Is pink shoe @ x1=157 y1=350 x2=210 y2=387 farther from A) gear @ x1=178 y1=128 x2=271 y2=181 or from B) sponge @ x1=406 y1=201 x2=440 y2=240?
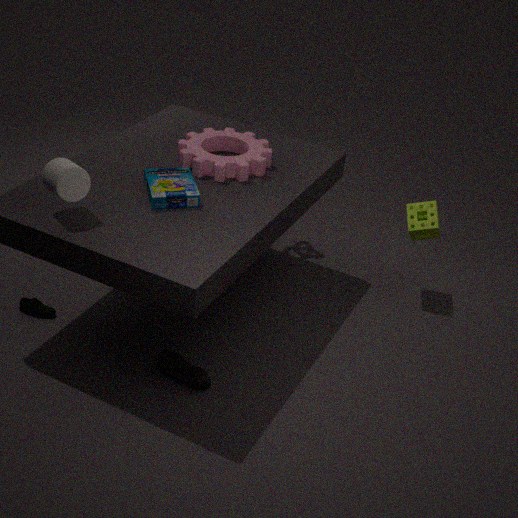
B) sponge @ x1=406 y1=201 x2=440 y2=240
